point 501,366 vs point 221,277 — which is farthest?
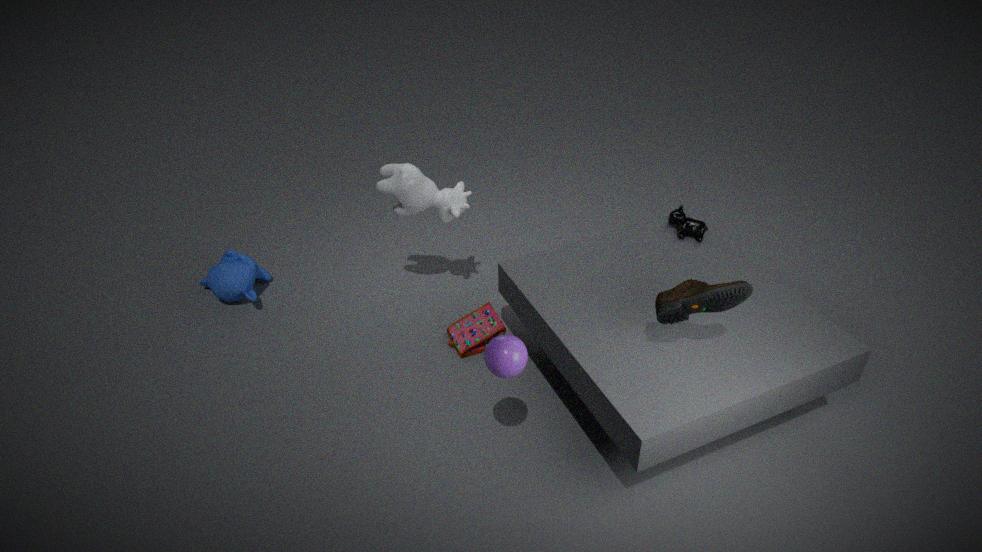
point 221,277
